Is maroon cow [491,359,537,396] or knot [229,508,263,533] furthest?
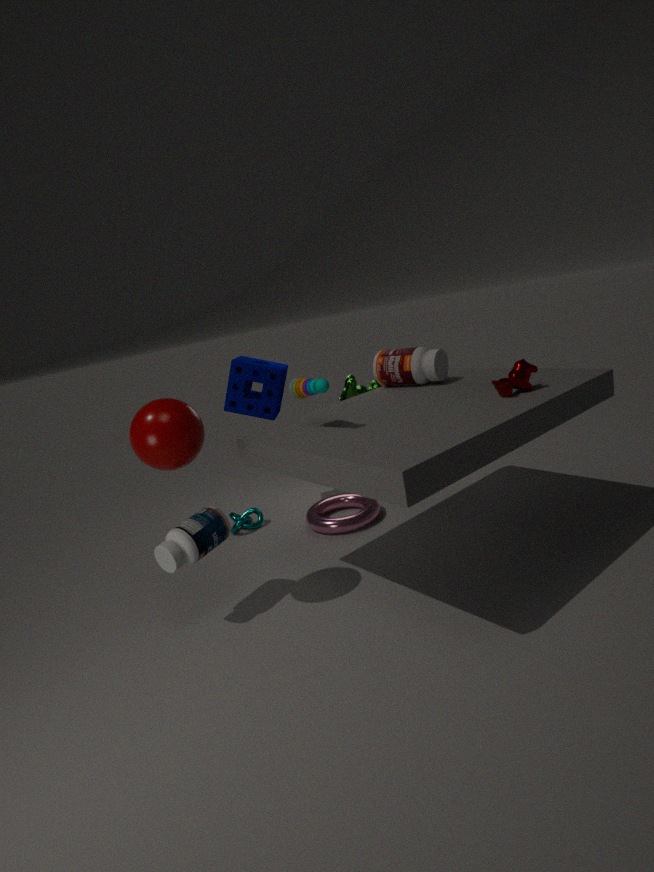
knot [229,508,263,533]
